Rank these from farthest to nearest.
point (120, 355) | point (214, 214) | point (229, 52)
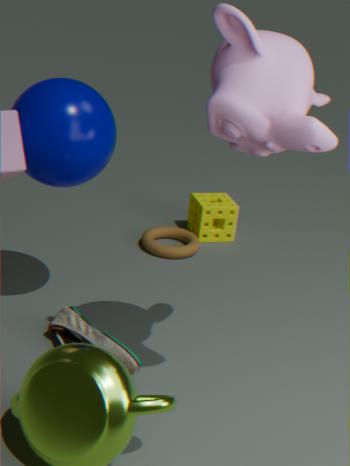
point (214, 214) < point (120, 355) < point (229, 52)
